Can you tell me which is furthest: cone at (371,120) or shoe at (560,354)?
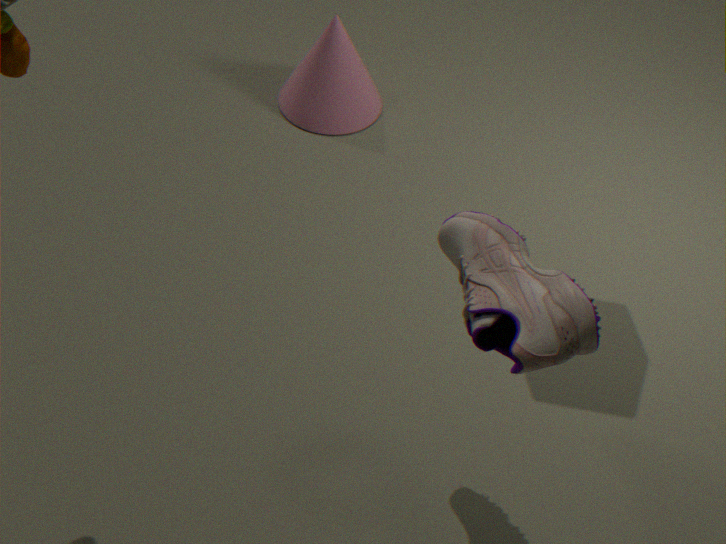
cone at (371,120)
